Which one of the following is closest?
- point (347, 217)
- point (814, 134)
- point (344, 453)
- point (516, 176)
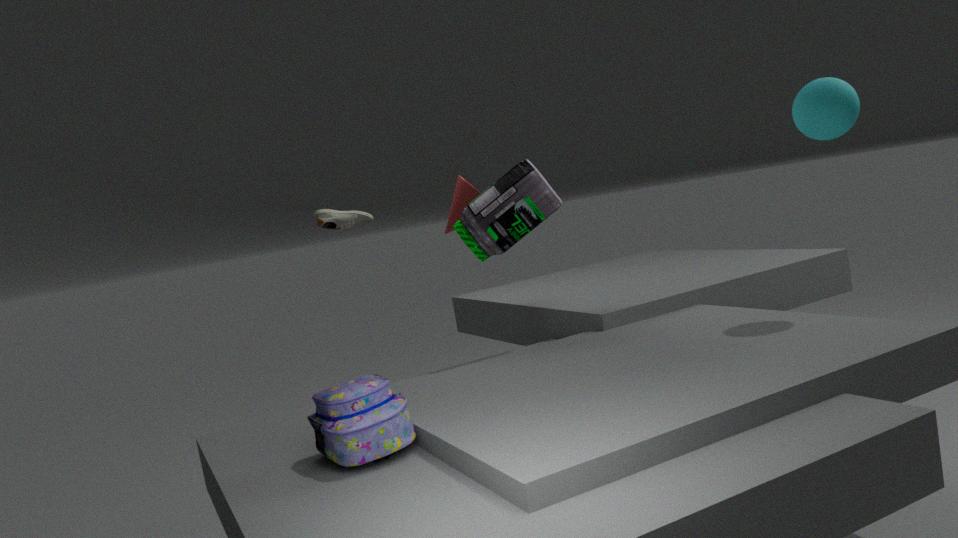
point (344, 453)
